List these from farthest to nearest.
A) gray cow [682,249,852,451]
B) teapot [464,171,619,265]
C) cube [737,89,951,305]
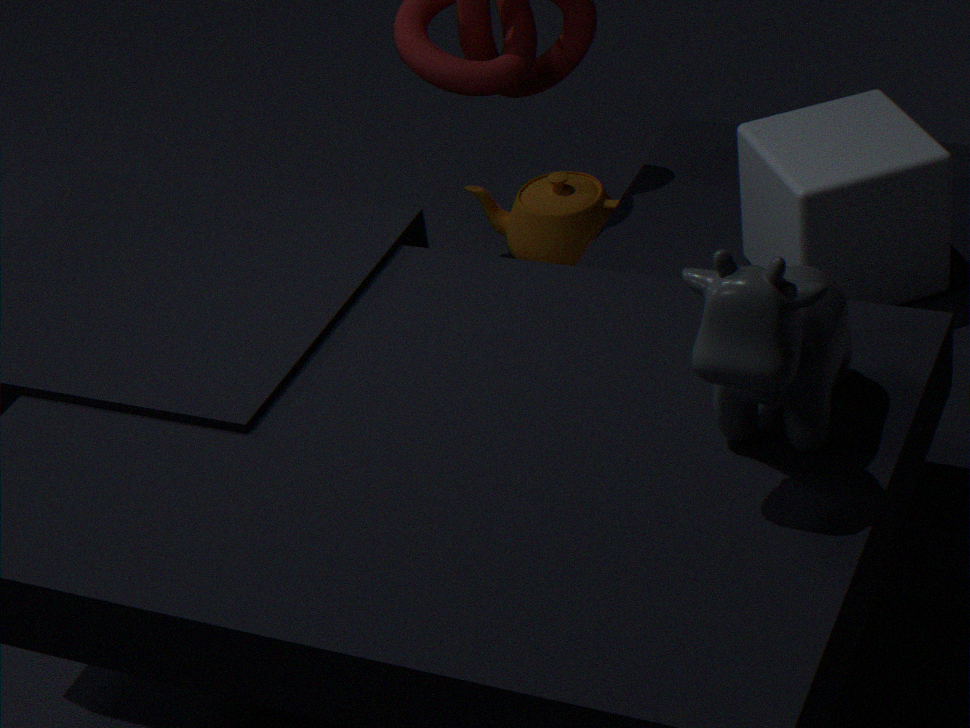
teapot [464,171,619,265] < cube [737,89,951,305] < gray cow [682,249,852,451]
